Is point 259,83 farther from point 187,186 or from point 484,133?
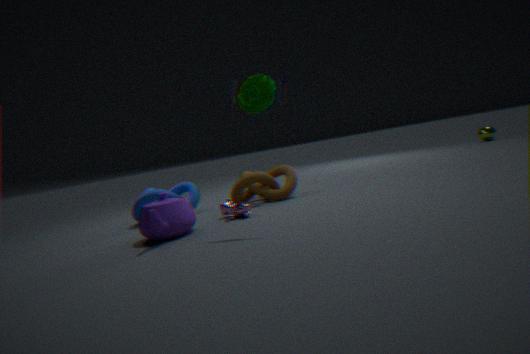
point 484,133
